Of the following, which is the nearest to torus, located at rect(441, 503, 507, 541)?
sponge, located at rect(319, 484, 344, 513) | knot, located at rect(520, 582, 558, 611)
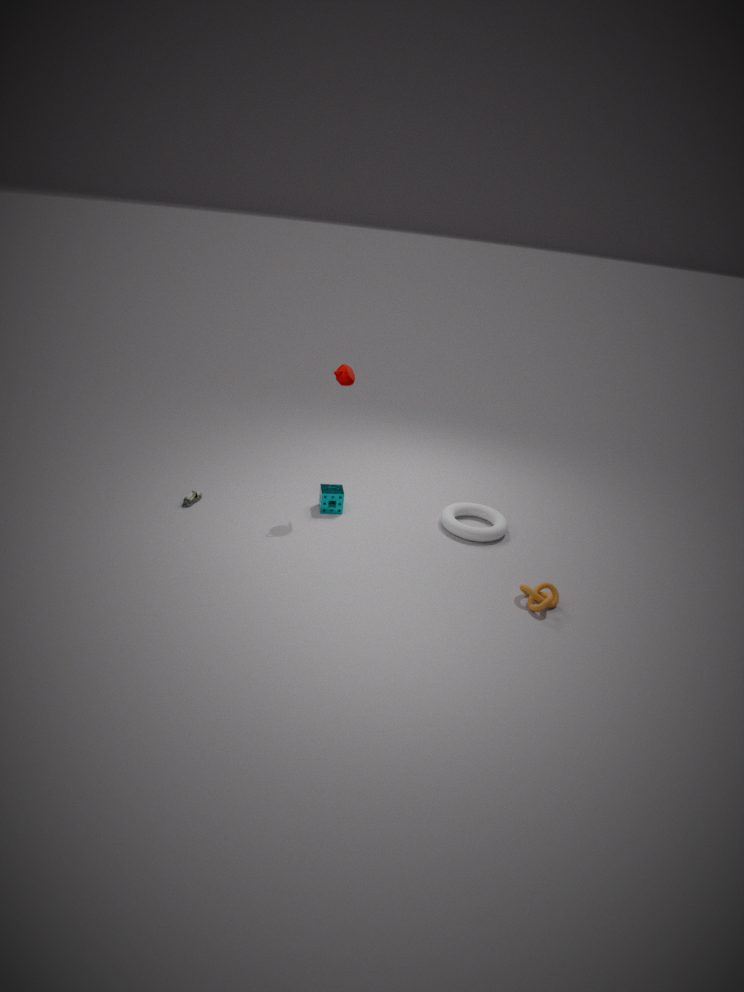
knot, located at rect(520, 582, 558, 611)
